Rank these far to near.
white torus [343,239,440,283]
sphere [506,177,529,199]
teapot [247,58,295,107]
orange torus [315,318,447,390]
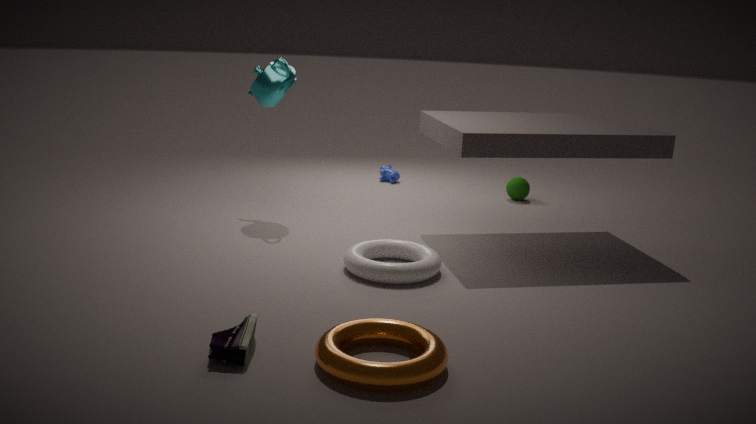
sphere [506,177,529,199], teapot [247,58,295,107], white torus [343,239,440,283], orange torus [315,318,447,390]
